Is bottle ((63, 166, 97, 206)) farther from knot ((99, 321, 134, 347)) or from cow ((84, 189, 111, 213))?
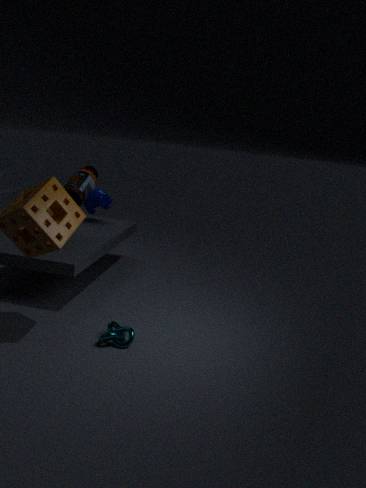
knot ((99, 321, 134, 347))
